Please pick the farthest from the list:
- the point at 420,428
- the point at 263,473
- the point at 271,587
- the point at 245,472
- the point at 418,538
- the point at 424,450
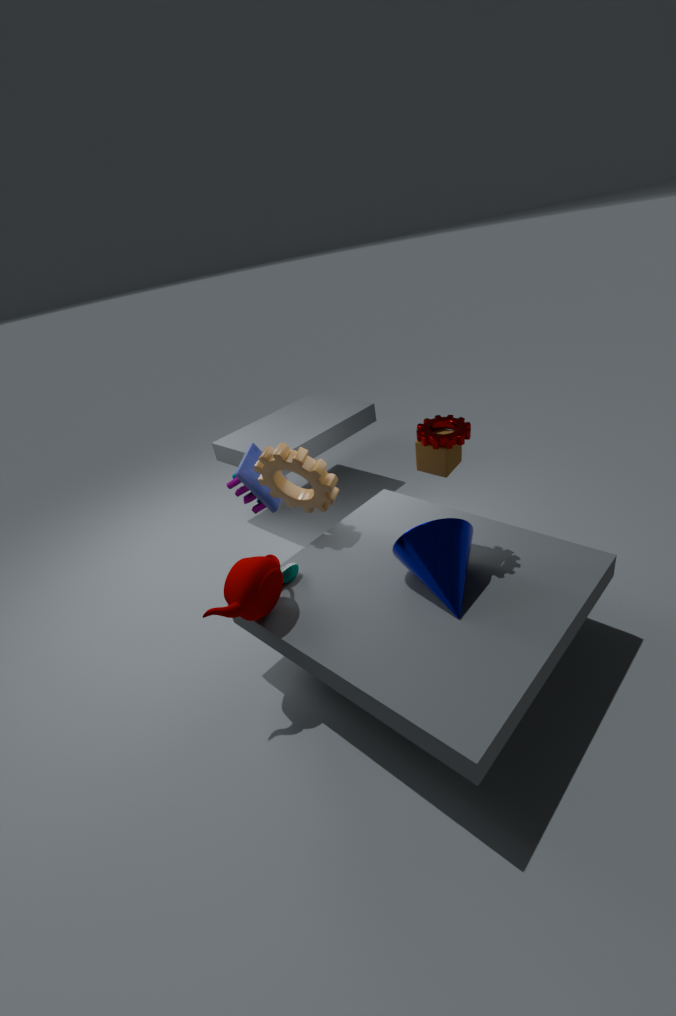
the point at 245,472
